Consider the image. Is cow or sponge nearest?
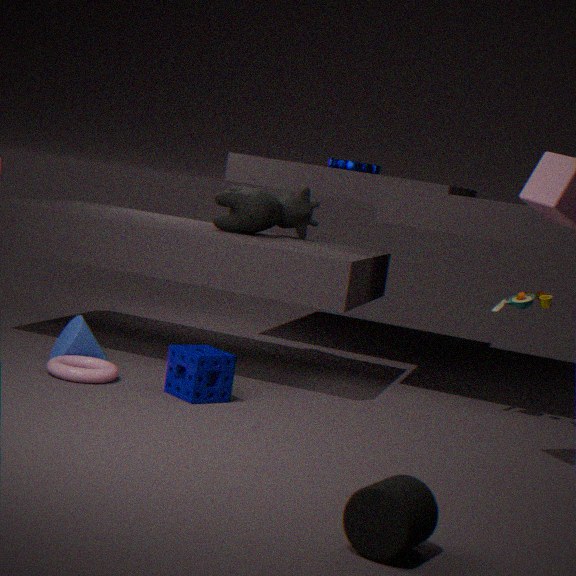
sponge
